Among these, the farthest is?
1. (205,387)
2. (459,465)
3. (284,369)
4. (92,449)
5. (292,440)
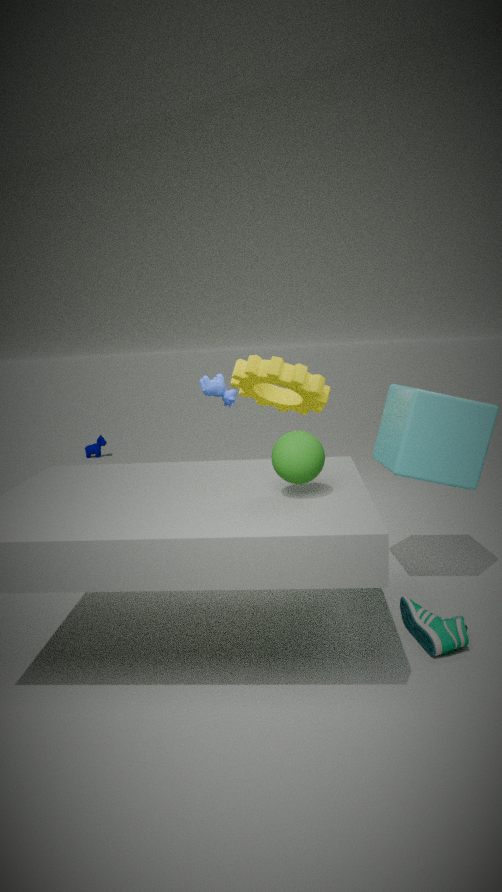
(92,449)
